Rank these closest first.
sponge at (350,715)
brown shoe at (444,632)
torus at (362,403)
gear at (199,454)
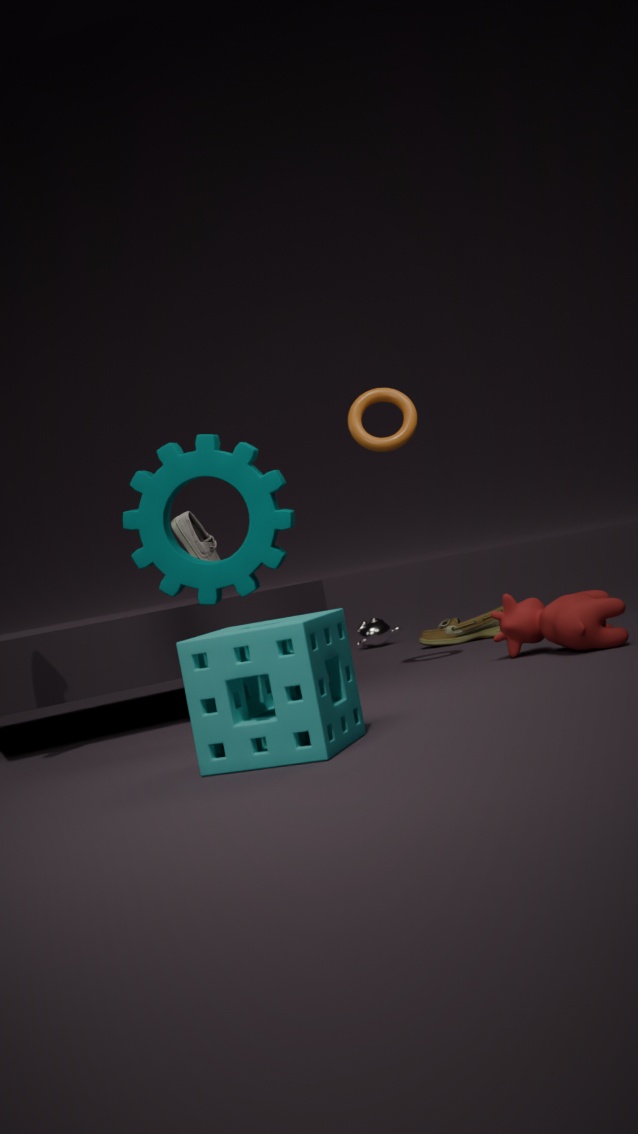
sponge at (350,715), gear at (199,454), torus at (362,403), brown shoe at (444,632)
